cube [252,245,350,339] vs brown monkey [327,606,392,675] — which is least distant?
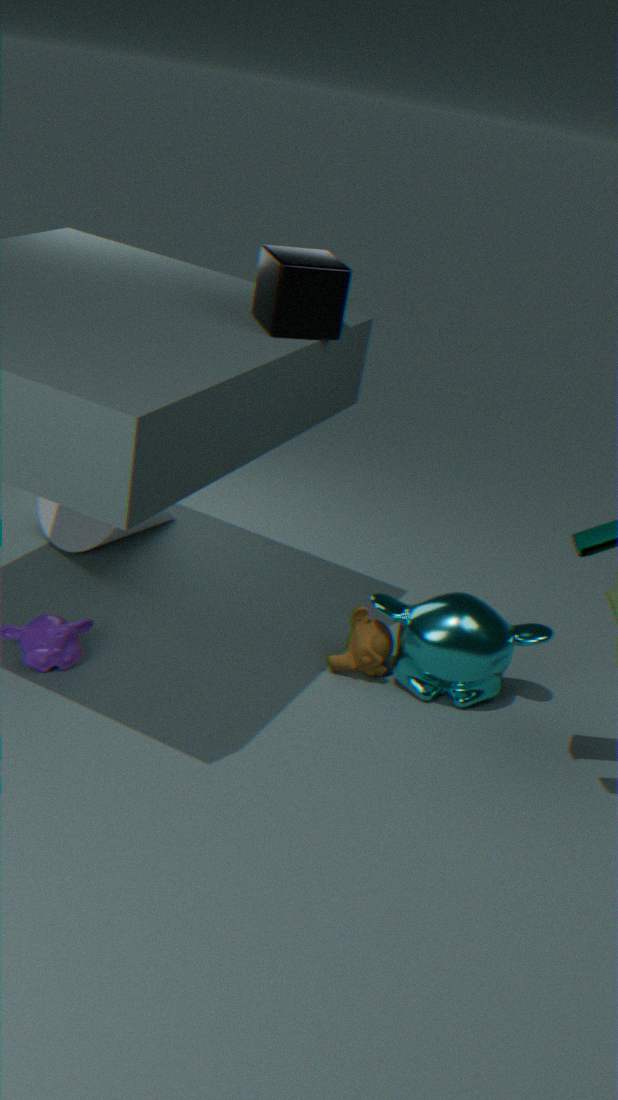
cube [252,245,350,339]
